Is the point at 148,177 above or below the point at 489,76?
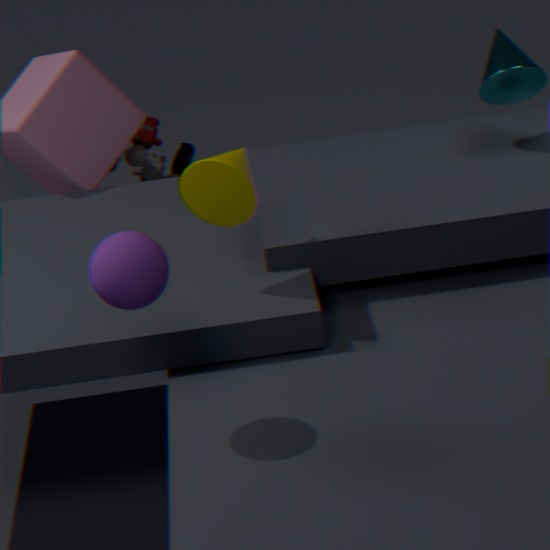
below
